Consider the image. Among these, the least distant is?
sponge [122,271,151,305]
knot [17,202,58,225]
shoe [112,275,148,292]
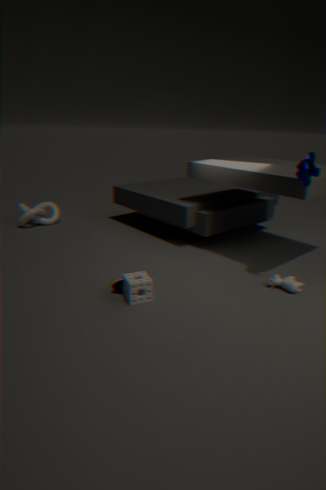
sponge [122,271,151,305]
